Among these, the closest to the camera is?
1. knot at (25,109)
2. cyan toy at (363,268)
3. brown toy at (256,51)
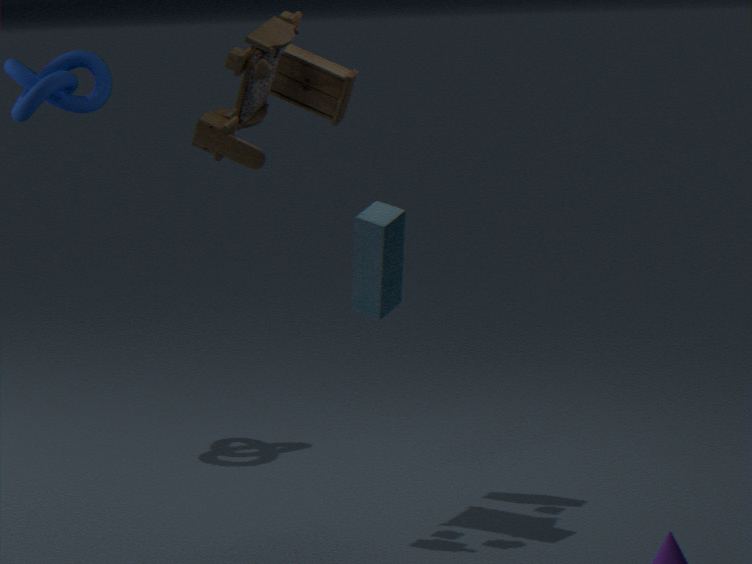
brown toy at (256,51)
